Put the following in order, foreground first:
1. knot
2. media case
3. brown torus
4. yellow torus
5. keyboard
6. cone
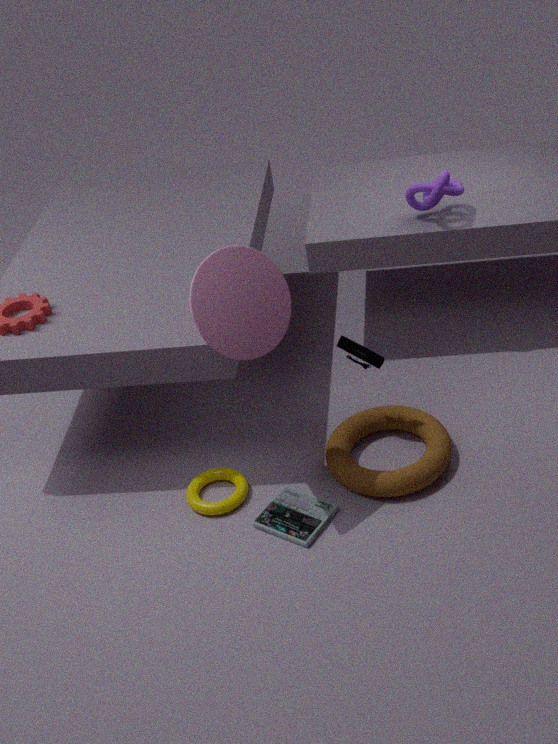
cone, media case, brown torus, yellow torus, keyboard, knot
